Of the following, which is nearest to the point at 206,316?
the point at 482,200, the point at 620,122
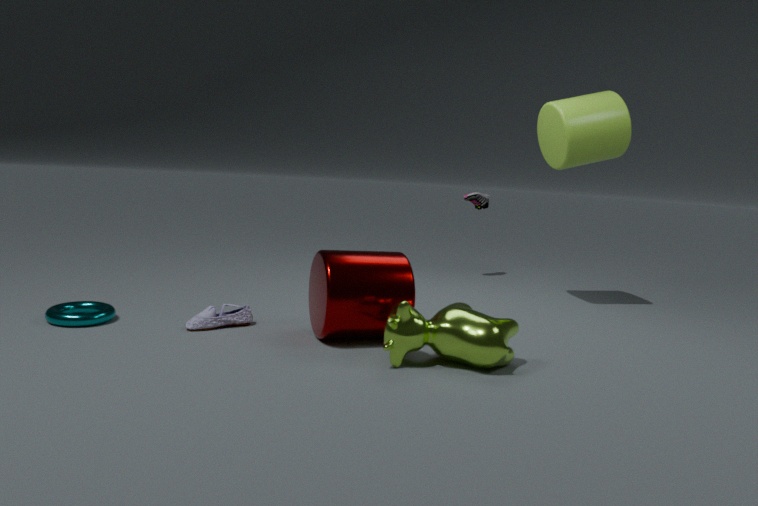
the point at 482,200
